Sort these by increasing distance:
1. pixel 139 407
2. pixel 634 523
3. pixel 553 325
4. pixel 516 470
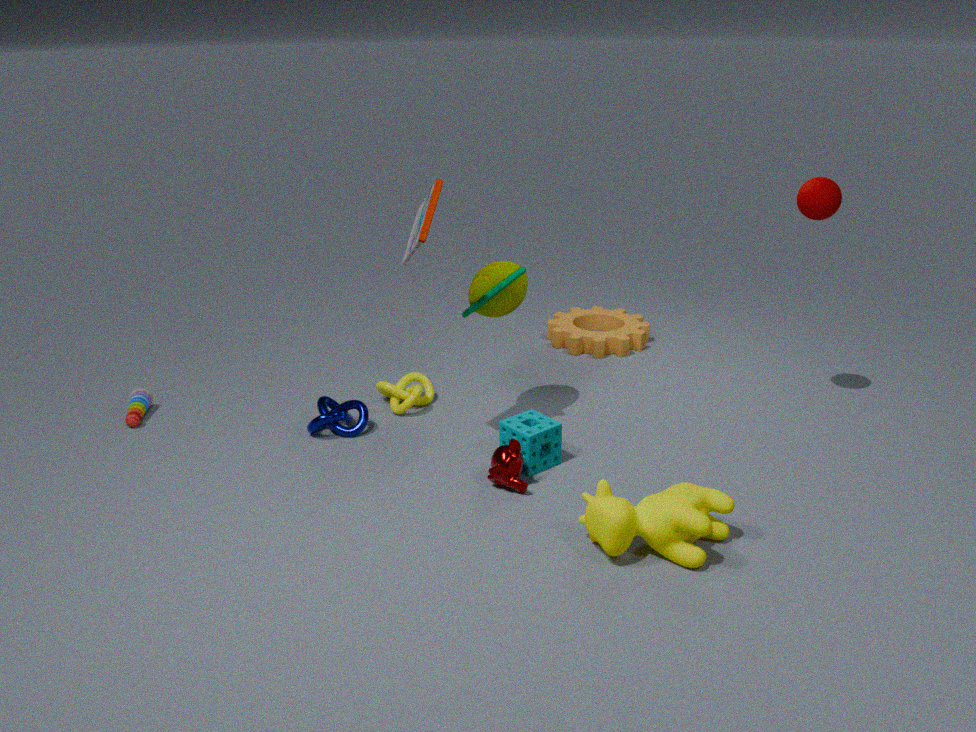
1. pixel 634 523
2. pixel 516 470
3. pixel 139 407
4. pixel 553 325
